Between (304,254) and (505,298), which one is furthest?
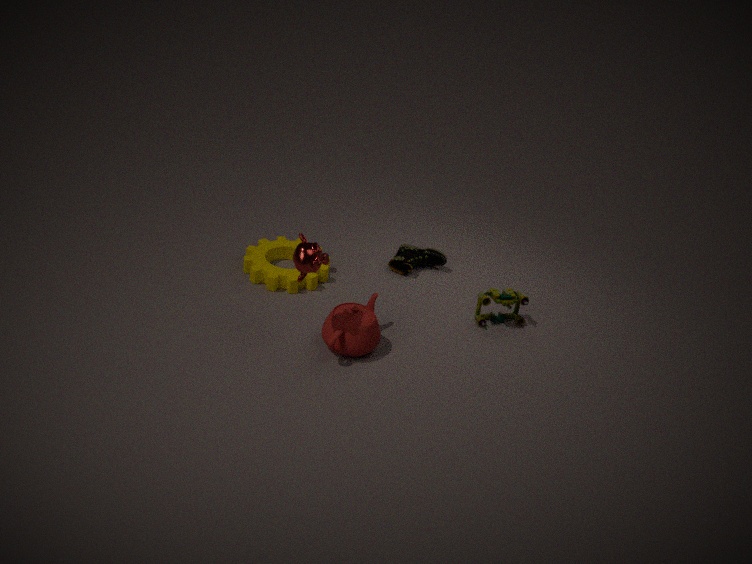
(505,298)
